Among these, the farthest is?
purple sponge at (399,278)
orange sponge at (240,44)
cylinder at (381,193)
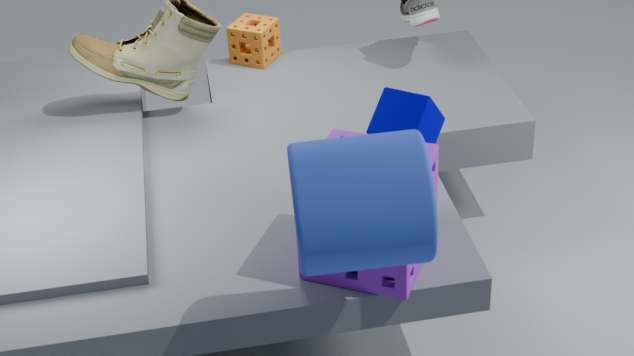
orange sponge at (240,44)
